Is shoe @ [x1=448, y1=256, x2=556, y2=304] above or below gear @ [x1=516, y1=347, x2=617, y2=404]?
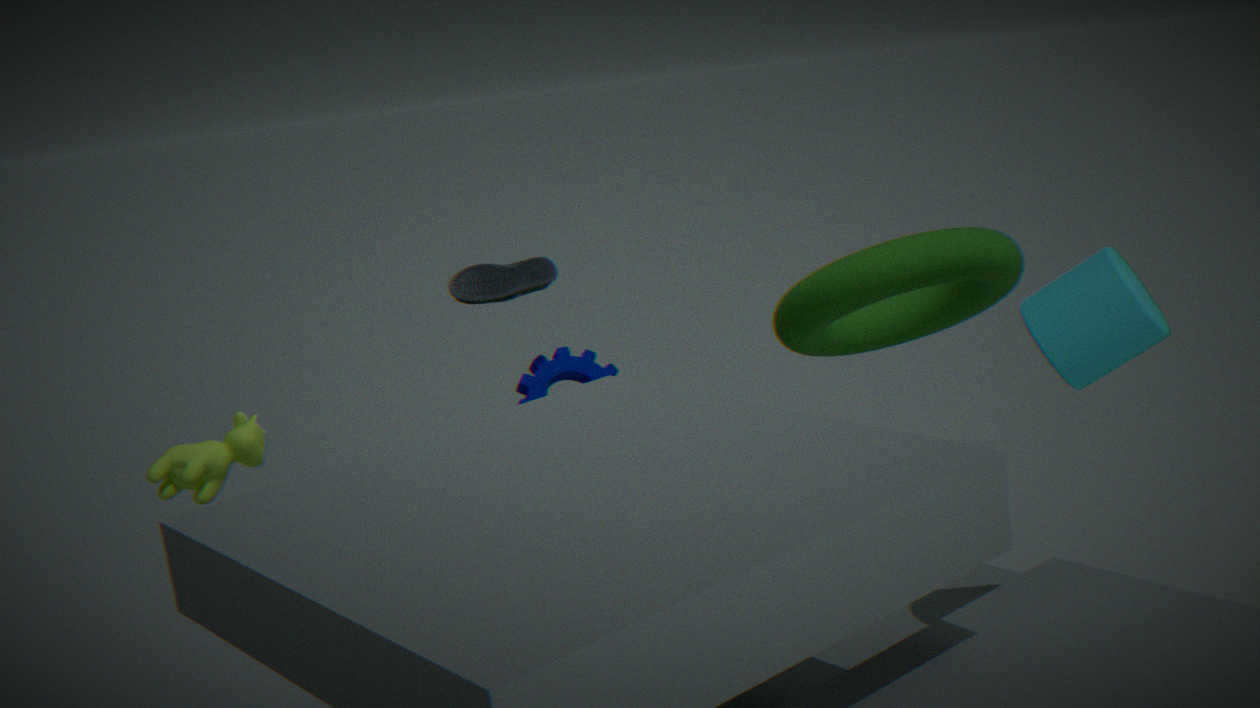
above
